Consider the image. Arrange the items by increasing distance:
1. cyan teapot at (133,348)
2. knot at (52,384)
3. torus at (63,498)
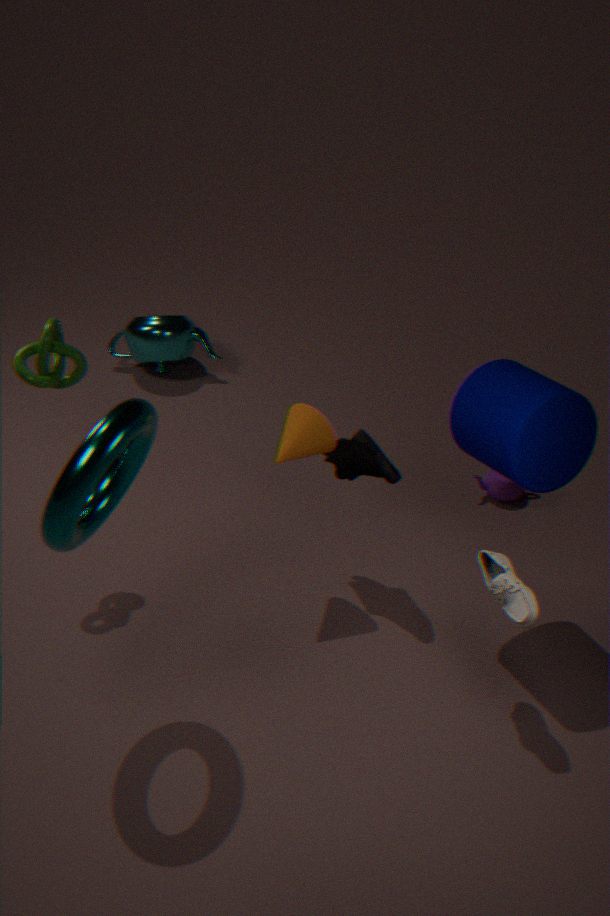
torus at (63,498), knot at (52,384), cyan teapot at (133,348)
